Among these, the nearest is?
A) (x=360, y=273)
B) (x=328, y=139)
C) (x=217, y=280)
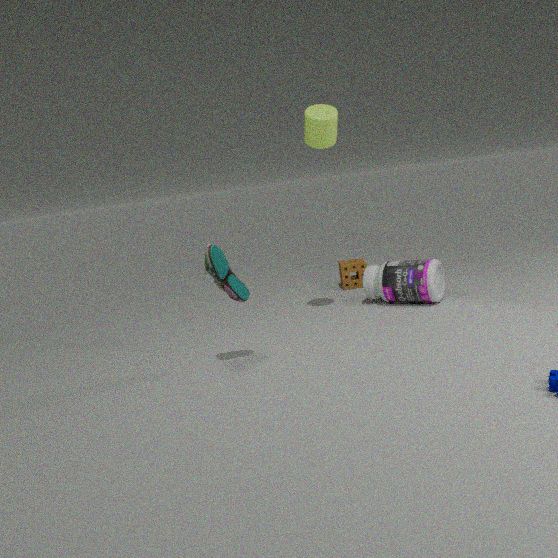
(x=217, y=280)
